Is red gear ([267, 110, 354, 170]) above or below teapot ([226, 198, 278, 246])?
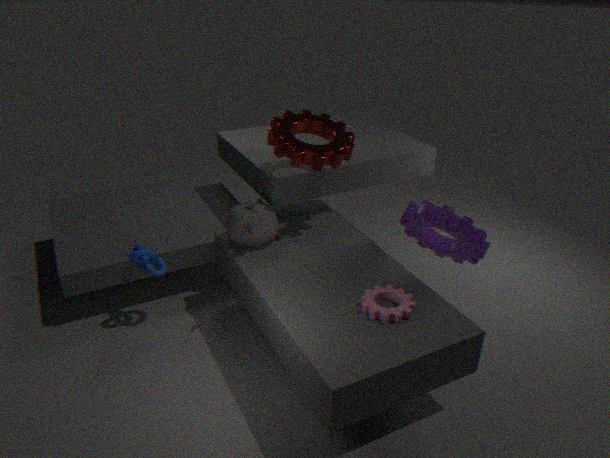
above
